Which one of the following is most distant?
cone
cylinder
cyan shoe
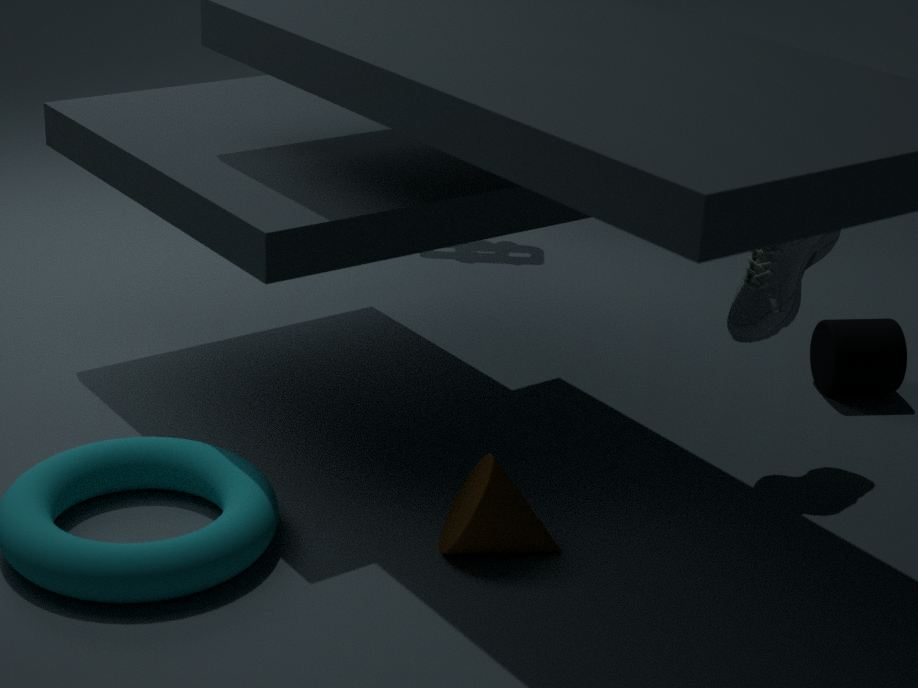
cylinder
